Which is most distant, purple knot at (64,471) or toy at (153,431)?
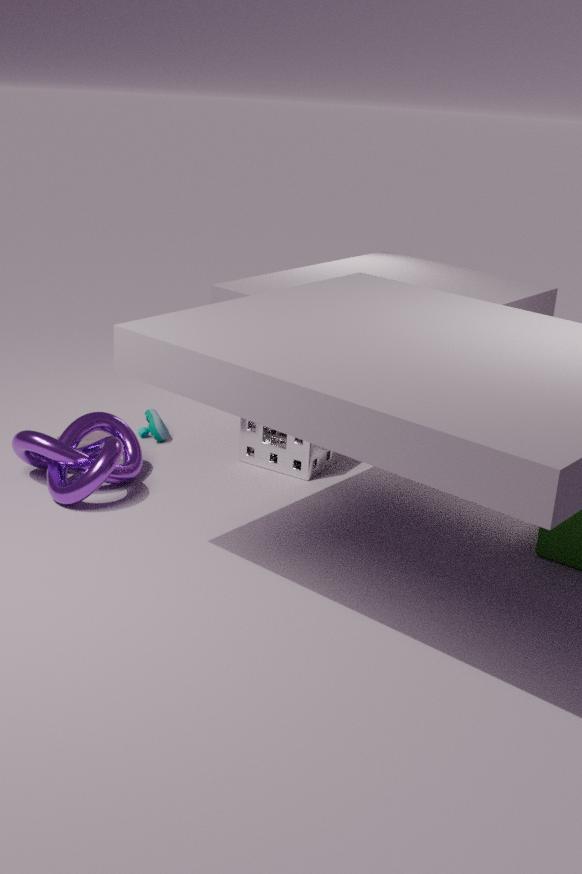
toy at (153,431)
